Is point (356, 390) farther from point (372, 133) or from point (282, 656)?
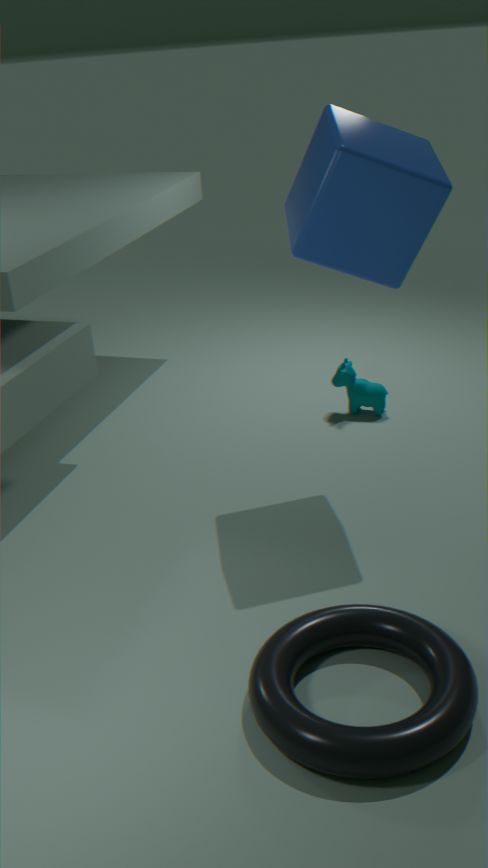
point (282, 656)
